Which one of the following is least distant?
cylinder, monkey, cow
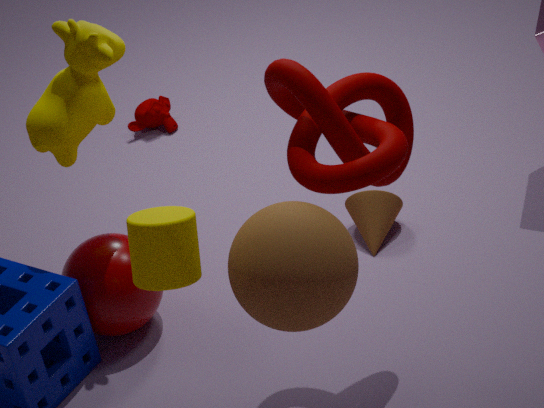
cylinder
